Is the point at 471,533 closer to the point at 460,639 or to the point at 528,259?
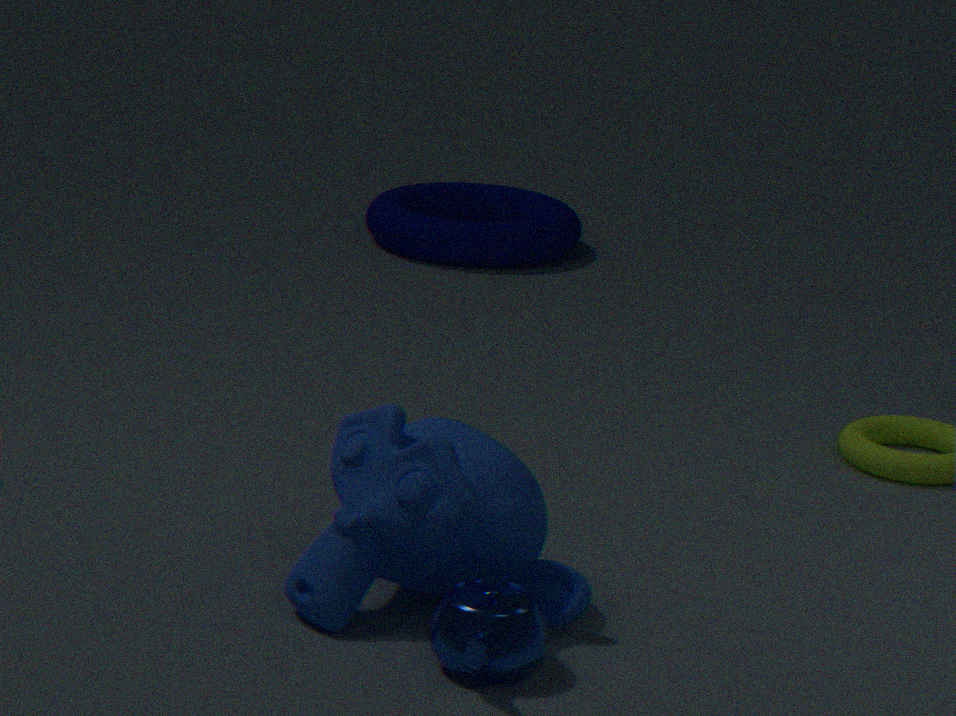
the point at 460,639
